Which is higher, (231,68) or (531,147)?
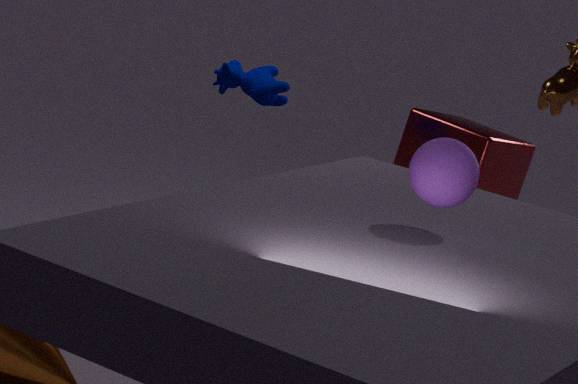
(231,68)
